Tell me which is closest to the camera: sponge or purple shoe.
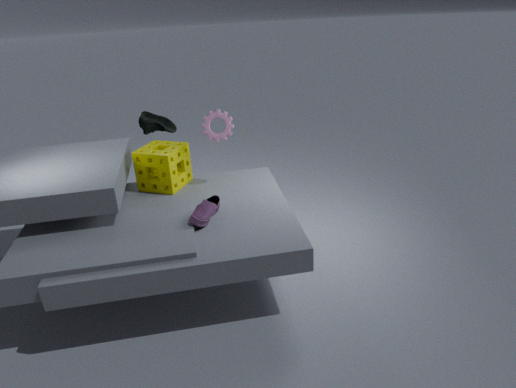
purple shoe
